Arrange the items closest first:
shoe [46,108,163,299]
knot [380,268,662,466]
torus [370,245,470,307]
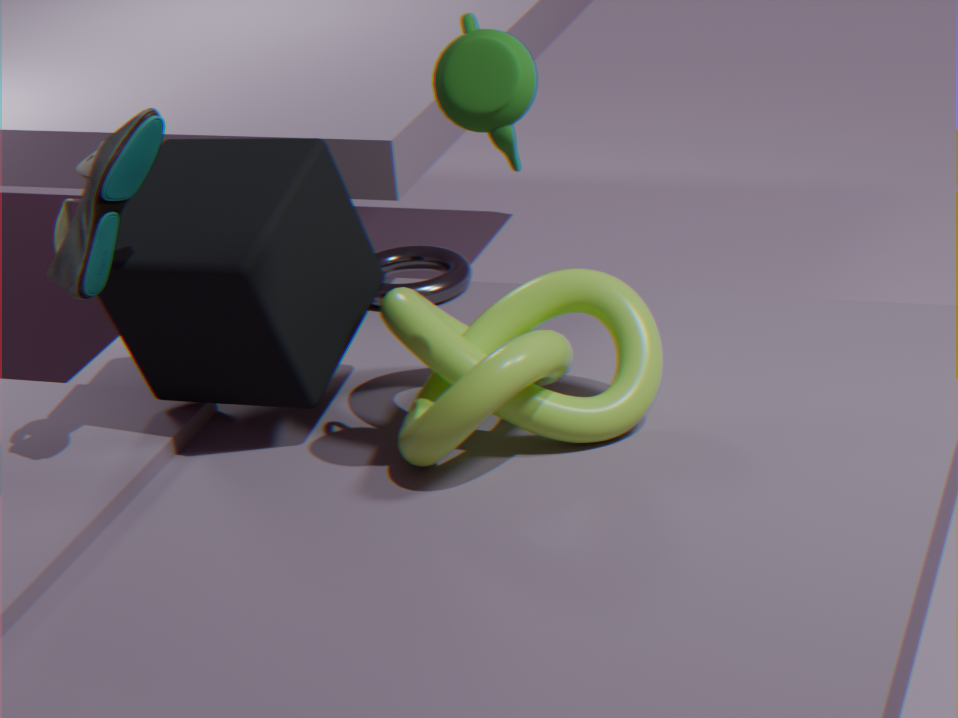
shoe [46,108,163,299]
knot [380,268,662,466]
torus [370,245,470,307]
